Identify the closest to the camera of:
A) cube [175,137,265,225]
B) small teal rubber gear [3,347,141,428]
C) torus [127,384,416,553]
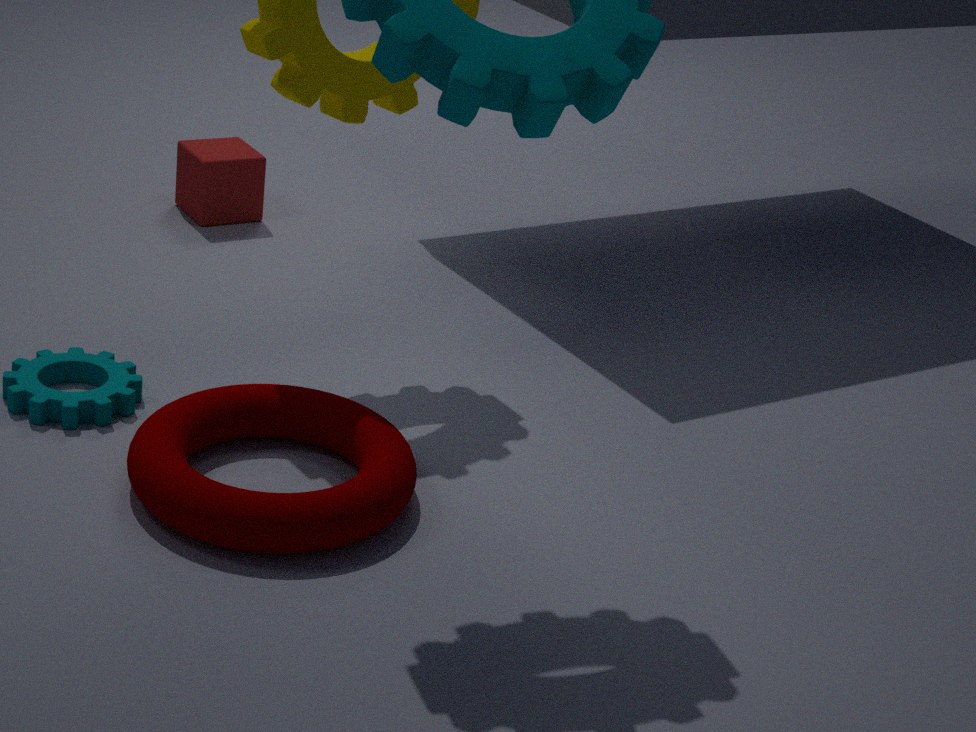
torus [127,384,416,553]
